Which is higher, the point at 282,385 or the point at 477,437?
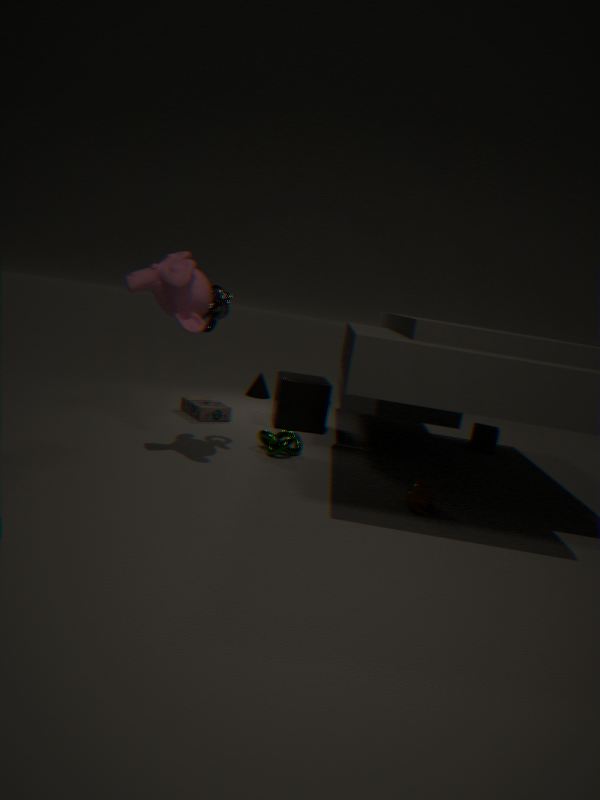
the point at 282,385
